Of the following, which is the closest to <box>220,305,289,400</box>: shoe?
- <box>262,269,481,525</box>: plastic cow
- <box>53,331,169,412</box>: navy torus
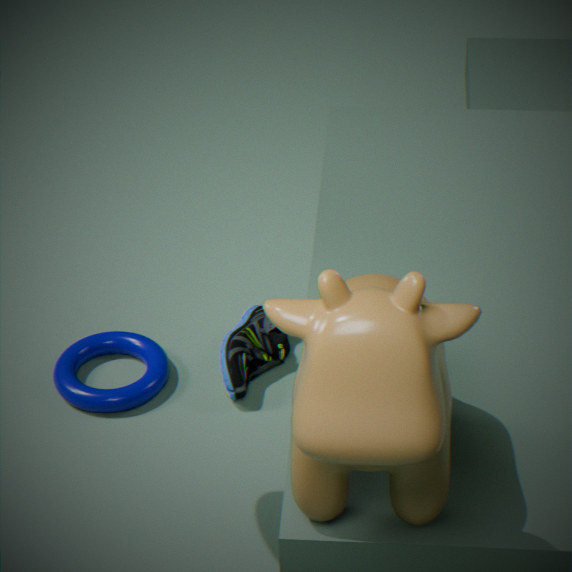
<box>53,331,169,412</box>: navy torus
